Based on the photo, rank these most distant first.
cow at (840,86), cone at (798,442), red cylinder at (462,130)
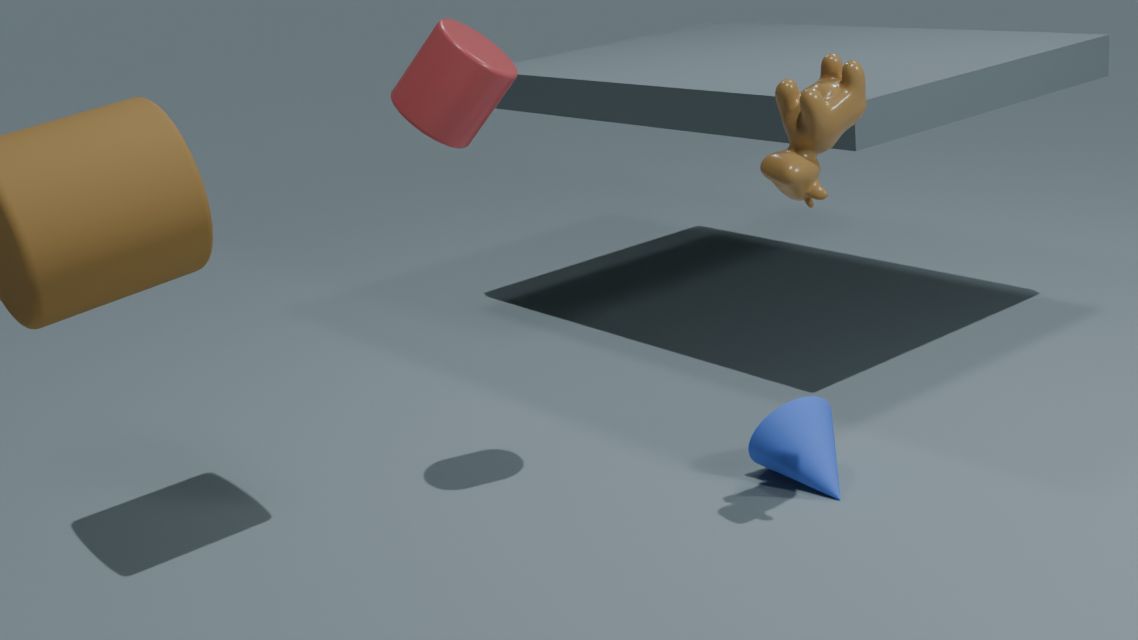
cone at (798,442)
red cylinder at (462,130)
cow at (840,86)
